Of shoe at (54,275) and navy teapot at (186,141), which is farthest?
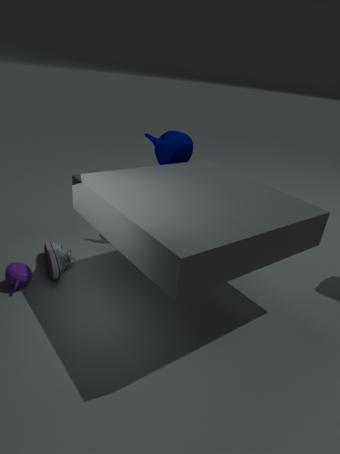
navy teapot at (186,141)
